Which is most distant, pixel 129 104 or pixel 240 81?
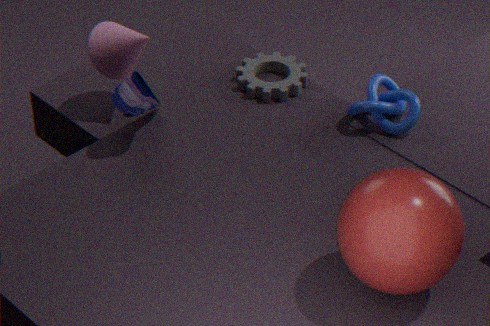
pixel 240 81
